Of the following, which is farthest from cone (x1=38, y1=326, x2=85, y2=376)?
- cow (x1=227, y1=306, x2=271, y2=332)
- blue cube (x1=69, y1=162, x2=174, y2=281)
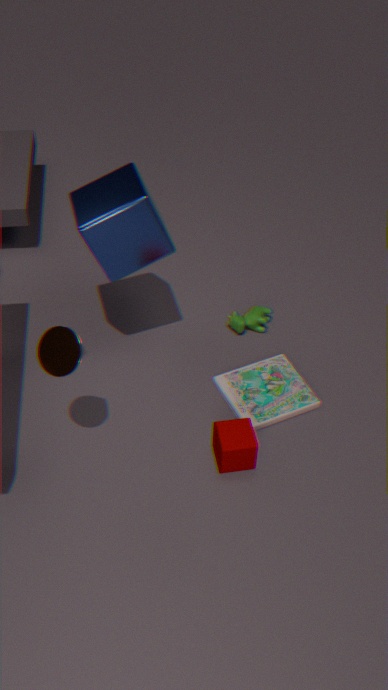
cow (x1=227, y1=306, x2=271, y2=332)
